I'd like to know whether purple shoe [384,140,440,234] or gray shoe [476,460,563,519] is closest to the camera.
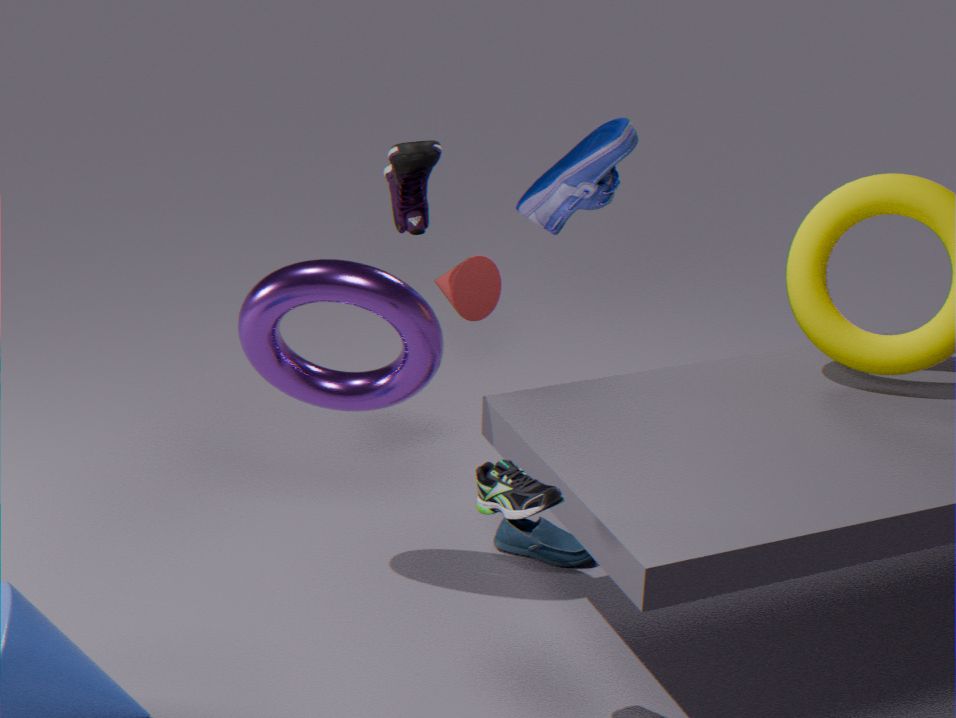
gray shoe [476,460,563,519]
